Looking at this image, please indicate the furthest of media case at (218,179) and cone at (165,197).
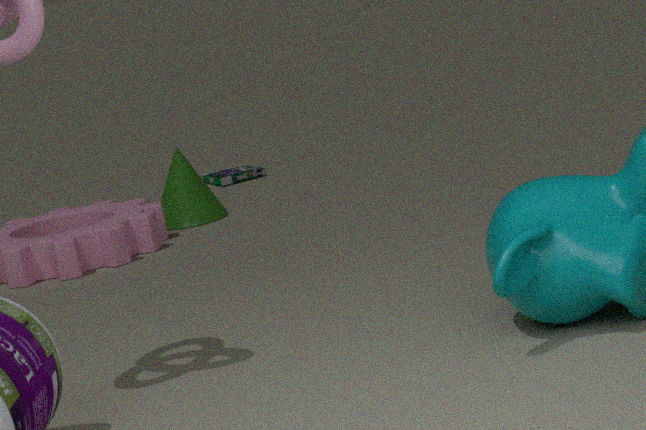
media case at (218,179)
